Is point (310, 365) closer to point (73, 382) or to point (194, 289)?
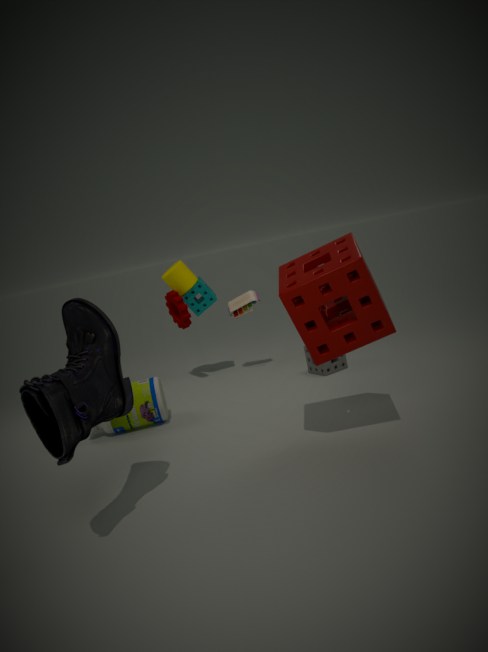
point (194, 289)
